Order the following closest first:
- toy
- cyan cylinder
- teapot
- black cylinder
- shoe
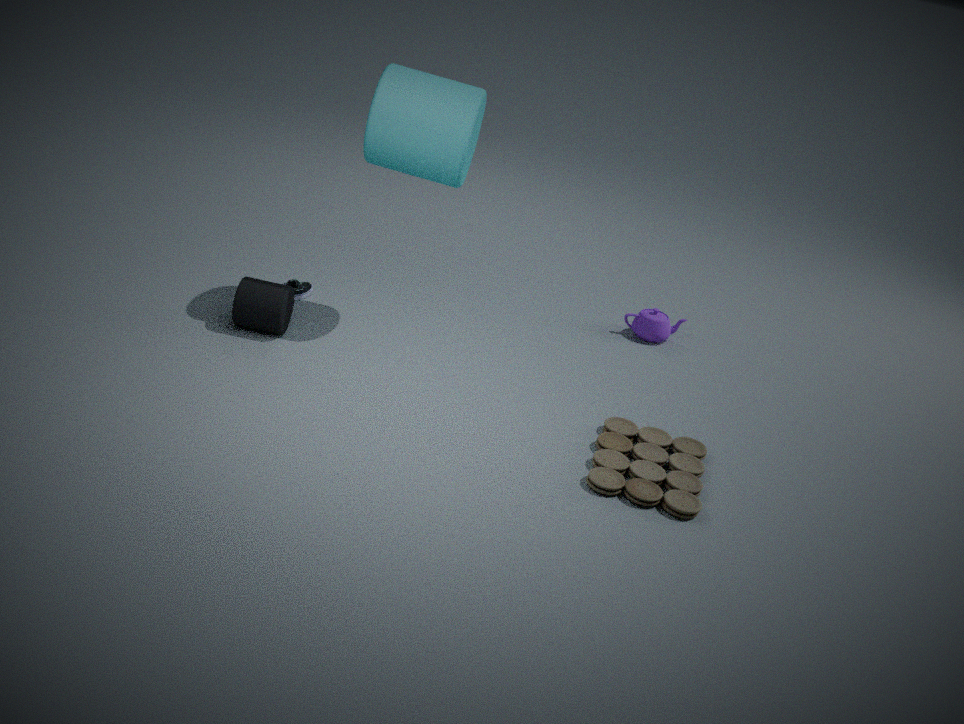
toy, cyan cylinder, black cylinder, shoe, teapot
